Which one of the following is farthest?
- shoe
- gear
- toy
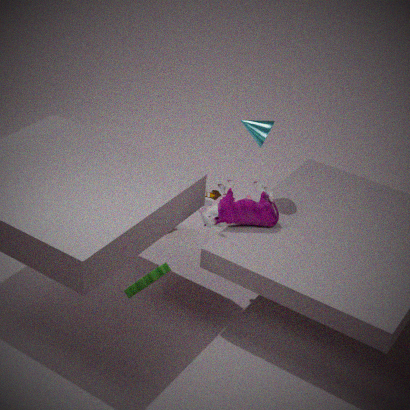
shoe
